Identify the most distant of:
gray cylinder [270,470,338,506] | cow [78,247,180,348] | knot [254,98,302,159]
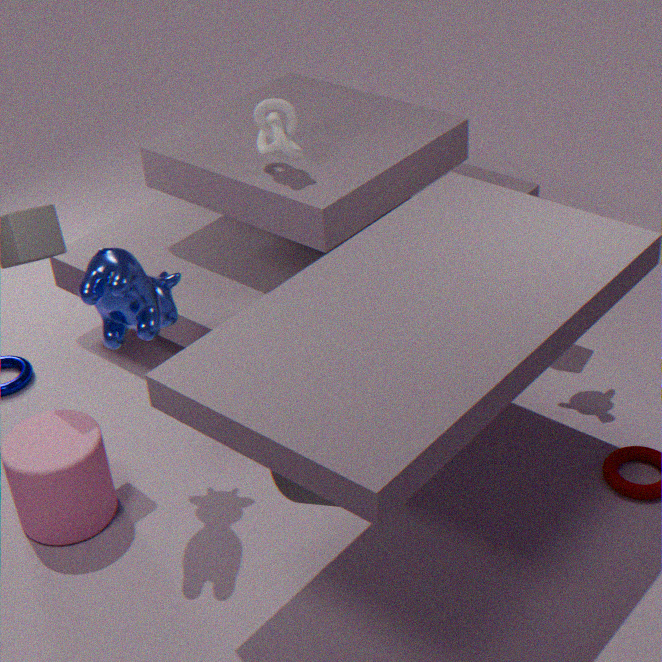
knot [254,98,302,159]
